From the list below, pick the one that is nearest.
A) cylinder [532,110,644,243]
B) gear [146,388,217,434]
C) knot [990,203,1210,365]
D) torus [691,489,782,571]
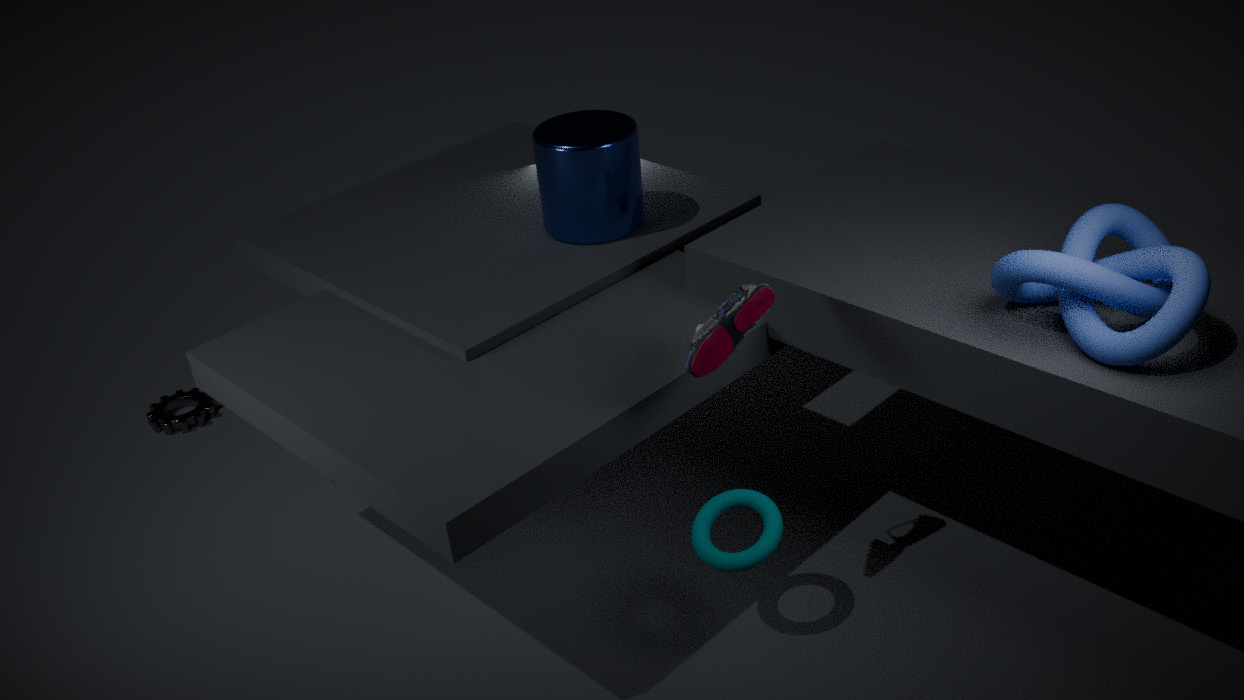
knot [990,203,1210,365]
